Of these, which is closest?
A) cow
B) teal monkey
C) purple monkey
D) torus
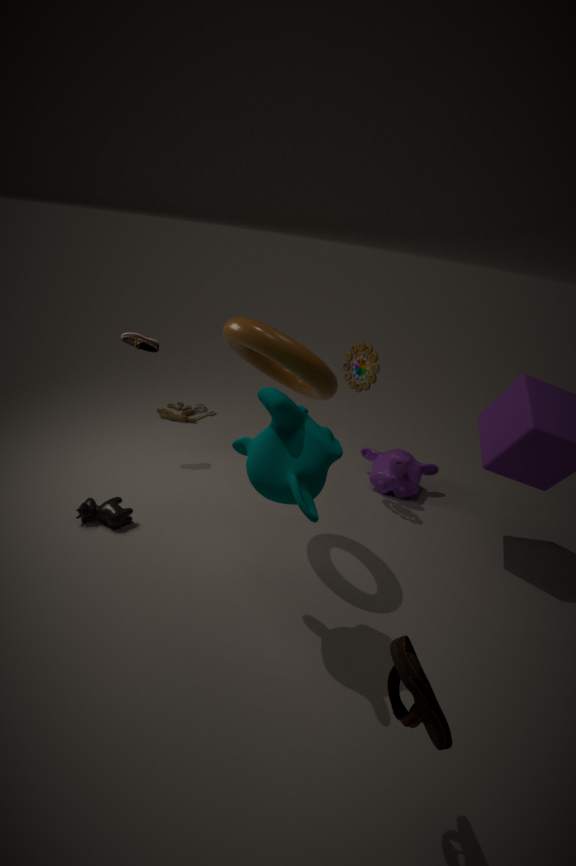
teal monkey
